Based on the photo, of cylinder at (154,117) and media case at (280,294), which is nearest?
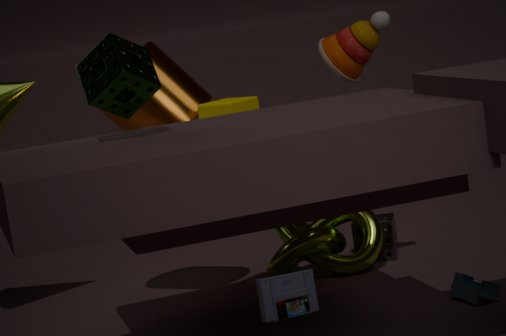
media case at (280,294)
